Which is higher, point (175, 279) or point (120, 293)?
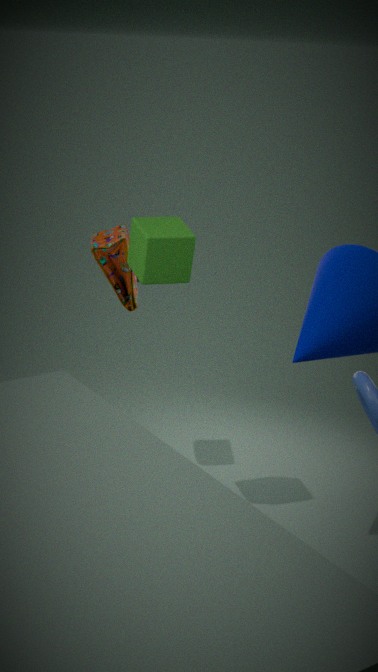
point (175, 279)
